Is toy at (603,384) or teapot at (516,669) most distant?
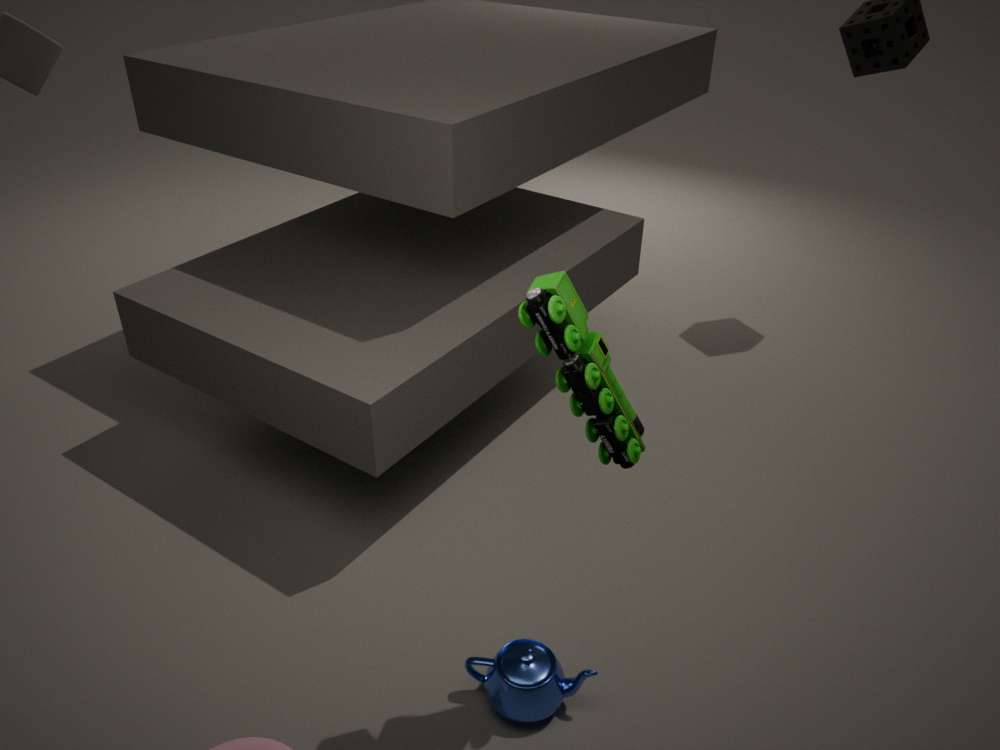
teapot at (516,669)
